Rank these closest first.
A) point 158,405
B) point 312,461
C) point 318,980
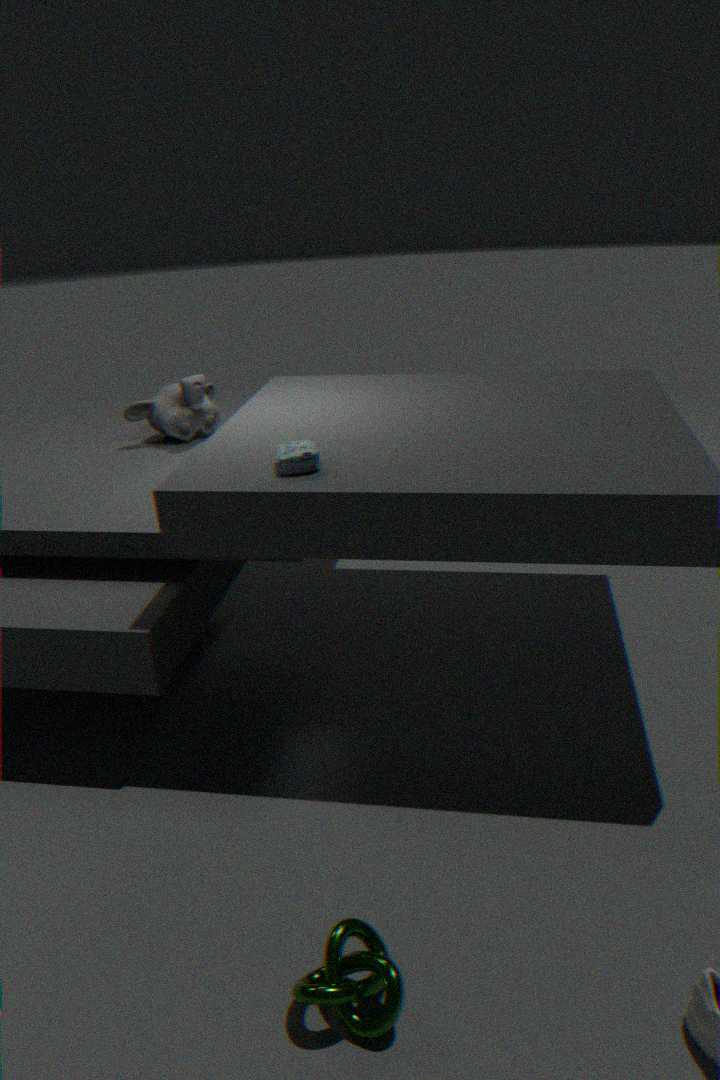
point 318,980, point 312,461, point 158,405
